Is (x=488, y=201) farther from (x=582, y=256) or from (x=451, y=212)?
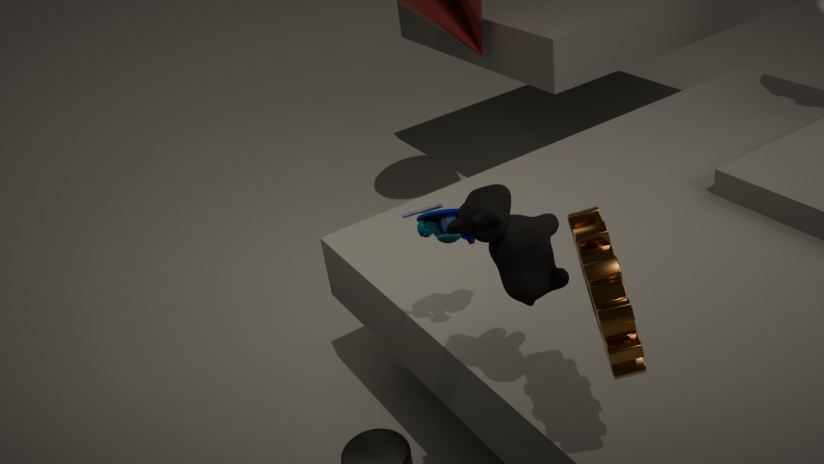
(x=451, y=212)
